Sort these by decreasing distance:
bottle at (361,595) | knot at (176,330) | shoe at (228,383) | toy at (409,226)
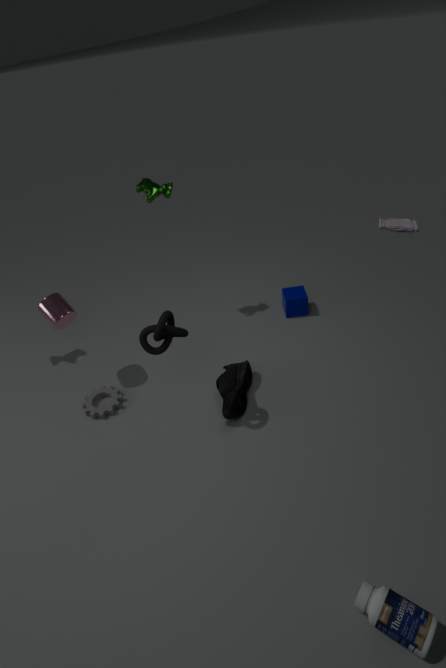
toy at (409,226) → shoe at (228,383) → knot at (176,330) → bottle at (361,595)
